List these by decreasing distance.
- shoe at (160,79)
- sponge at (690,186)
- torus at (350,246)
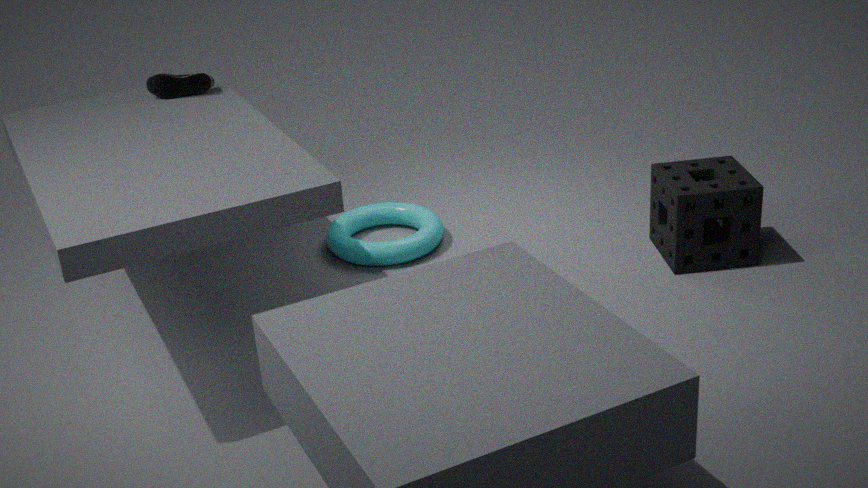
torus at (350,246) → shoe at (160,79) → sponge at (690,186)
